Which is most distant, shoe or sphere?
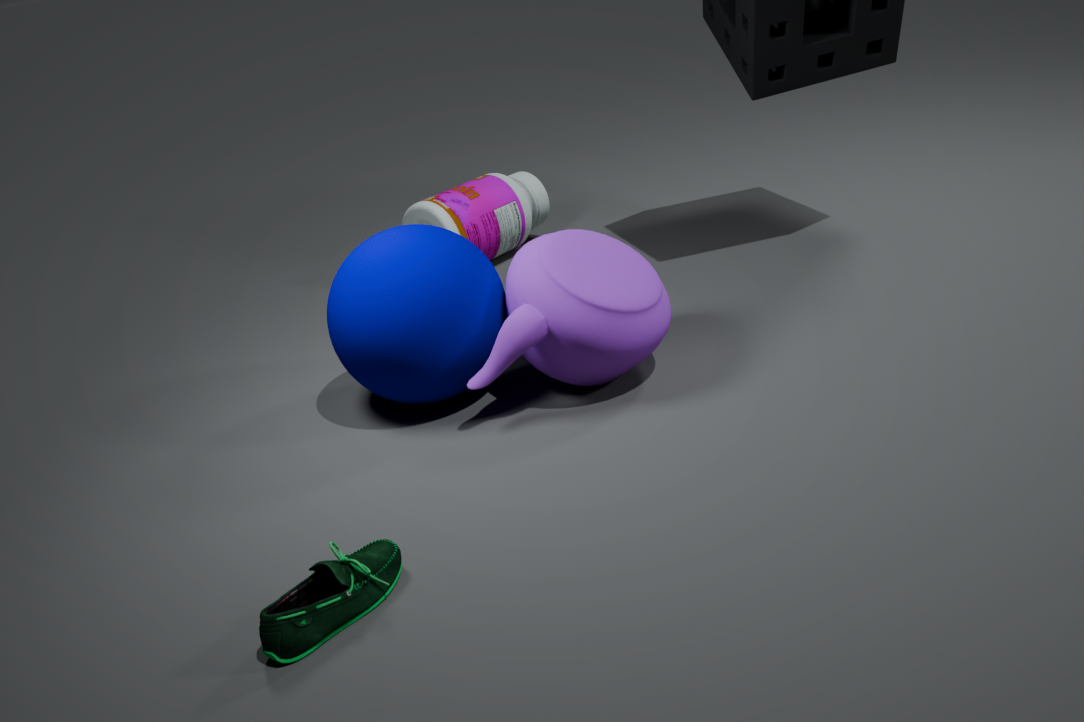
sphere
